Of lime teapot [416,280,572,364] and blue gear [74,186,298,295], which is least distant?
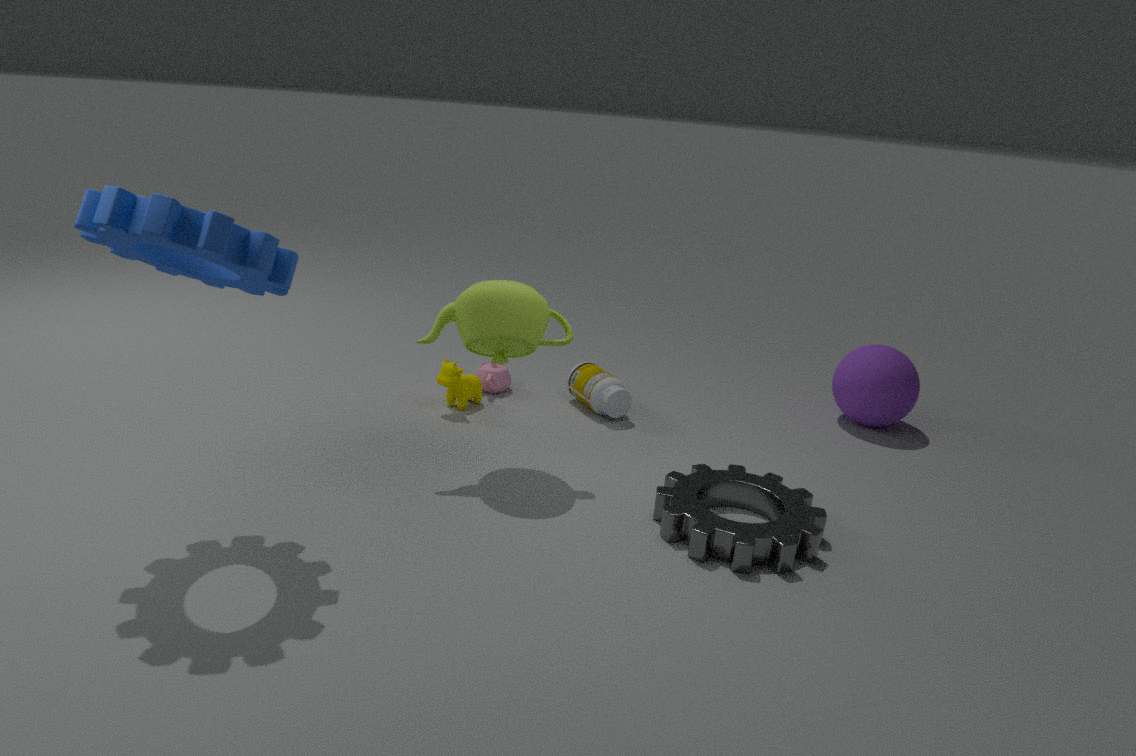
blue gear [74,186,298,295]
